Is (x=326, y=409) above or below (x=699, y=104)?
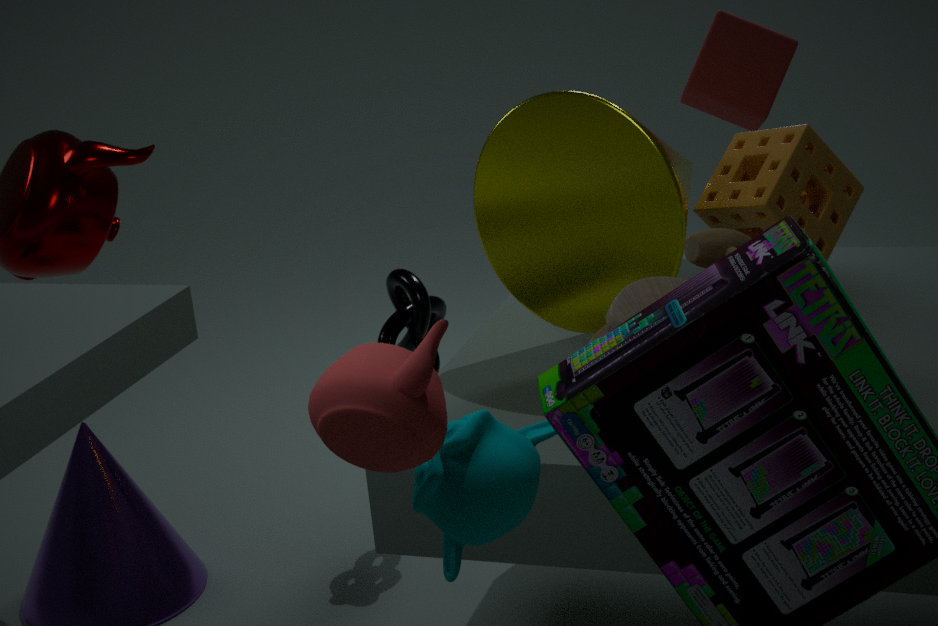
below
